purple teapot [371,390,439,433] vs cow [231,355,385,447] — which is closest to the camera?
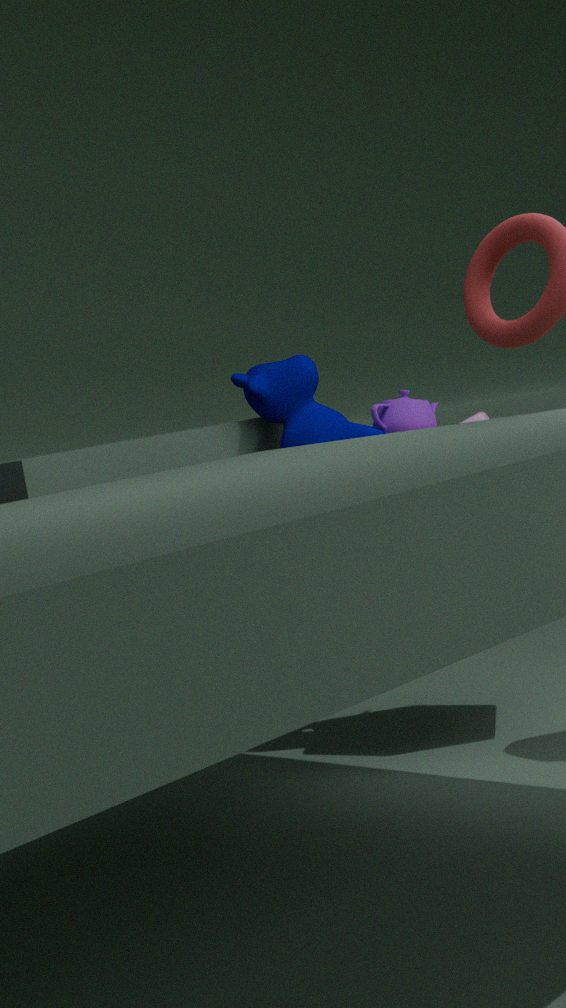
cow [231,355,385,447]
